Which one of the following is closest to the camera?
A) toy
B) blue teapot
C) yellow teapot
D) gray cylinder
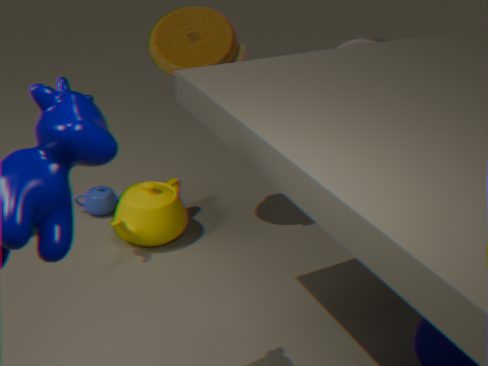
toy
